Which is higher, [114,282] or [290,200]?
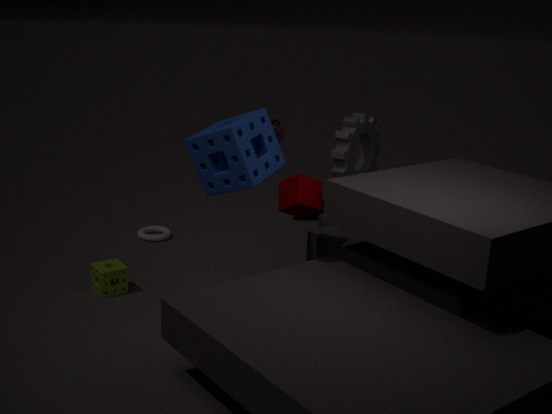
[290,200]
